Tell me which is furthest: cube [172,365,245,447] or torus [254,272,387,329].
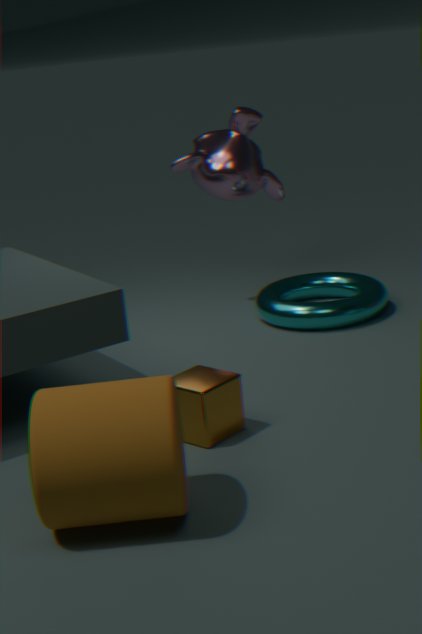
torus [254,272,387,329]
